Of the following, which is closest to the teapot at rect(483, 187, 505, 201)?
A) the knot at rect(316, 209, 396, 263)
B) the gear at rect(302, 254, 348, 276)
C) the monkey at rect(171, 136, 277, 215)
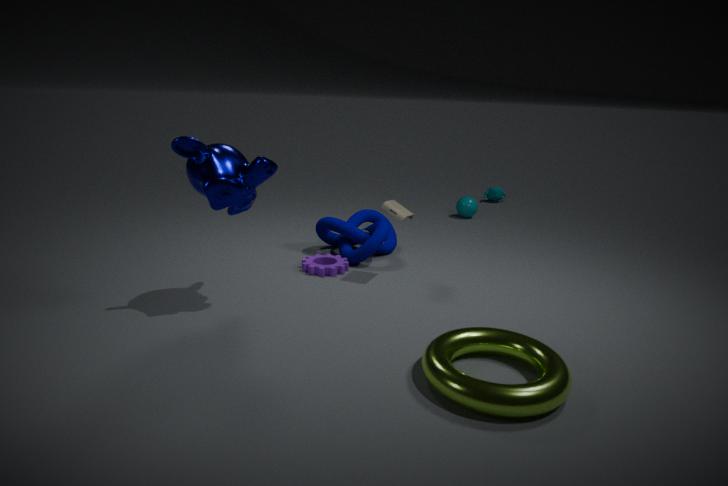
the knot at rect(316, 209, 396, 263)
